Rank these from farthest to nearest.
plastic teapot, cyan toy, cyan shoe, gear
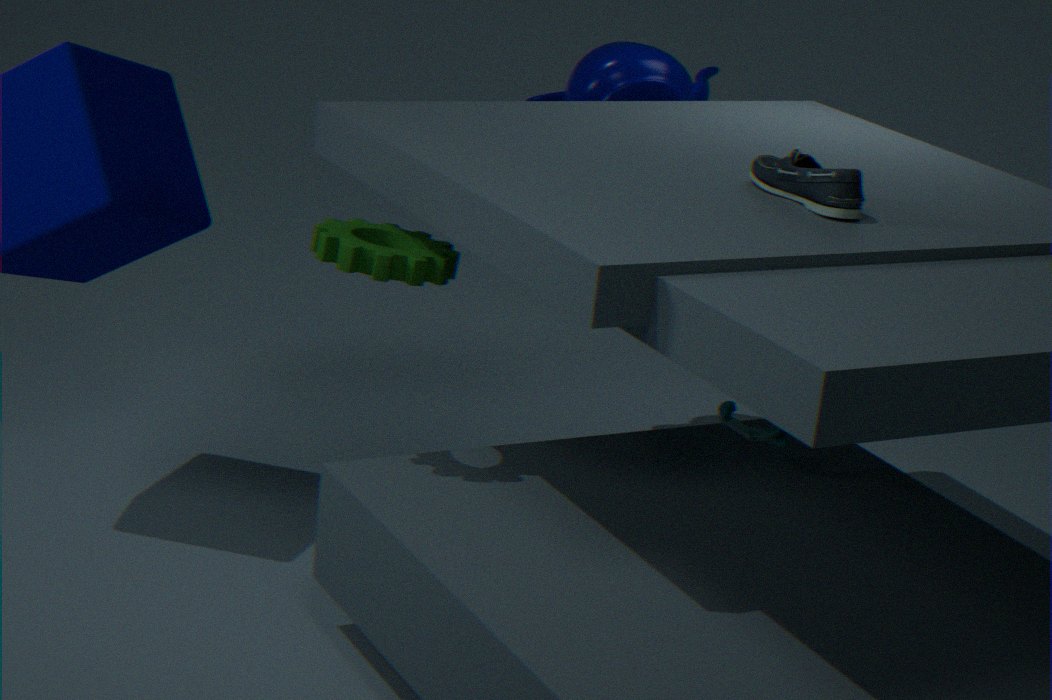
plastic teapot, cyan toy, gear, cyan shoe
